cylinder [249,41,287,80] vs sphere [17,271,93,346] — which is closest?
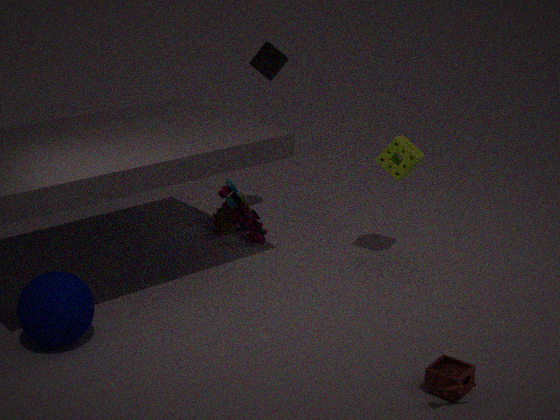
sphere [17,271,93,346]
